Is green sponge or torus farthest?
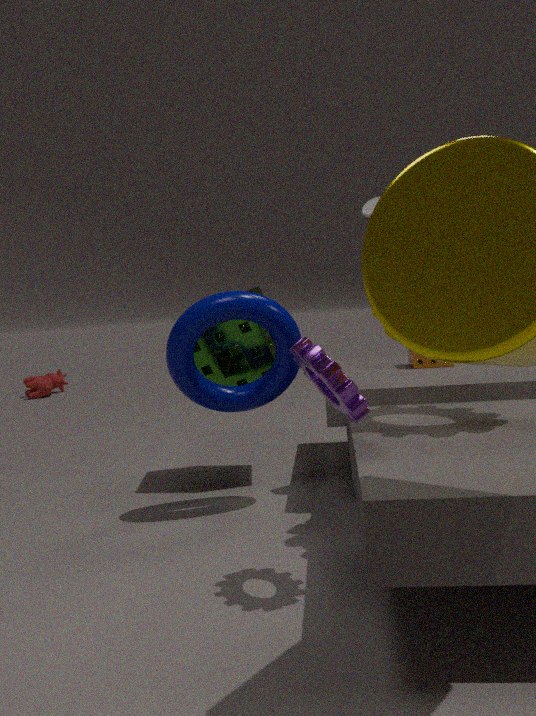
green sponge
